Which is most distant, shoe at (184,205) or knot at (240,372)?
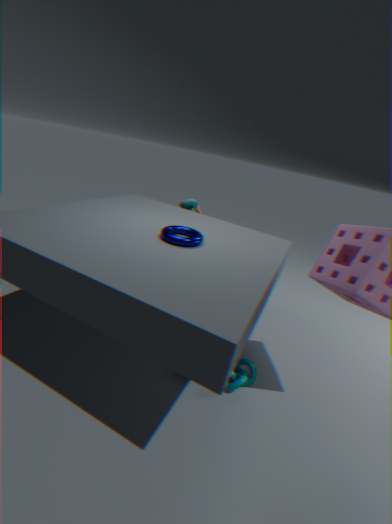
shoe at (184,205)
